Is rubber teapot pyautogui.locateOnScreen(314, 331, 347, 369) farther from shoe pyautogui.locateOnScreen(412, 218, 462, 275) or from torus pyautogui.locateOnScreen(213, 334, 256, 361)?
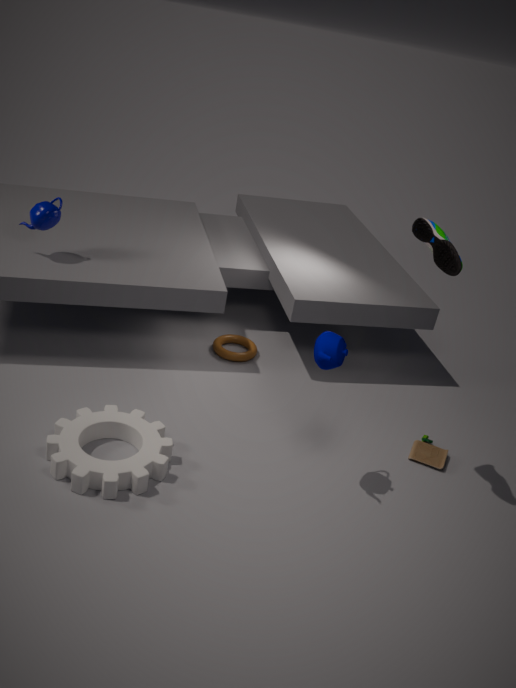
torus pyautogui.locateOnScreen(213, 334, 256, 361)
